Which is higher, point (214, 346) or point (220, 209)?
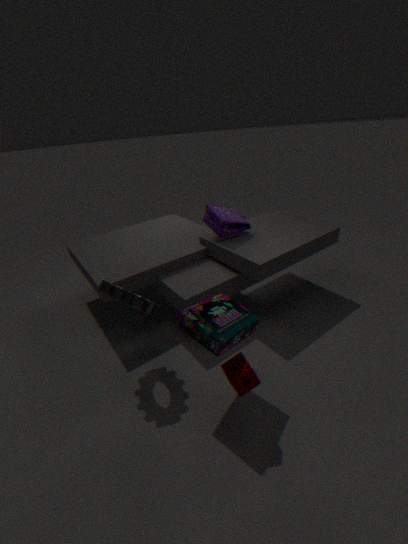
point (220, 209)
